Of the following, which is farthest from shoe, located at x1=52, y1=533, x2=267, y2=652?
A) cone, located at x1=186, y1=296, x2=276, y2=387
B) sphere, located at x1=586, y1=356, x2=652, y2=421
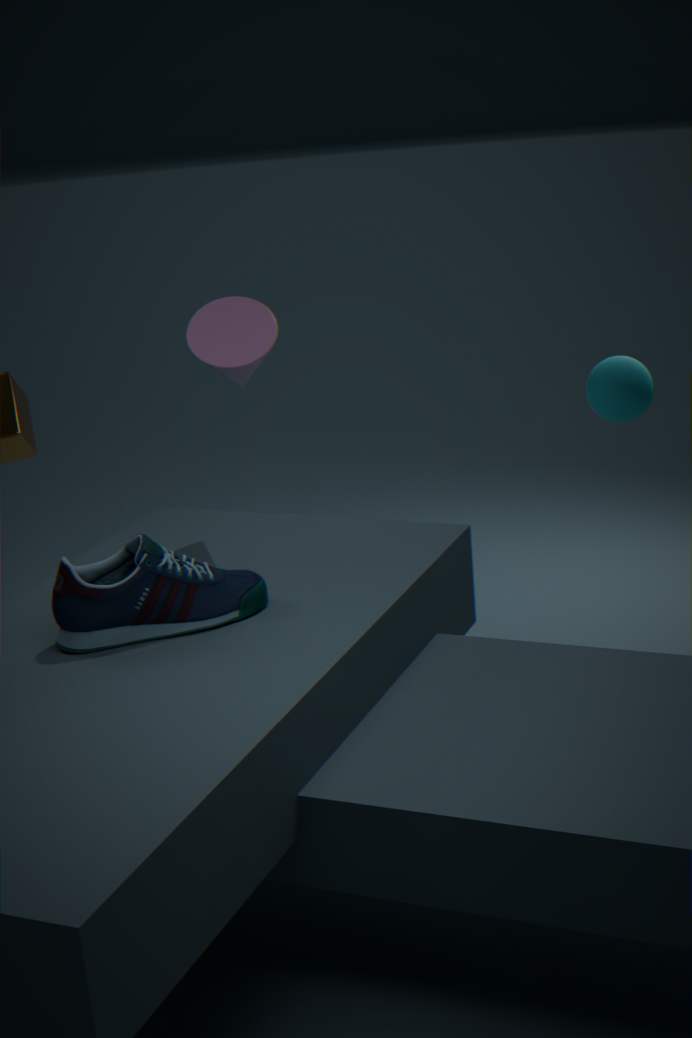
sphere, located at x1=586, y1=356, x2=652, y2=421
